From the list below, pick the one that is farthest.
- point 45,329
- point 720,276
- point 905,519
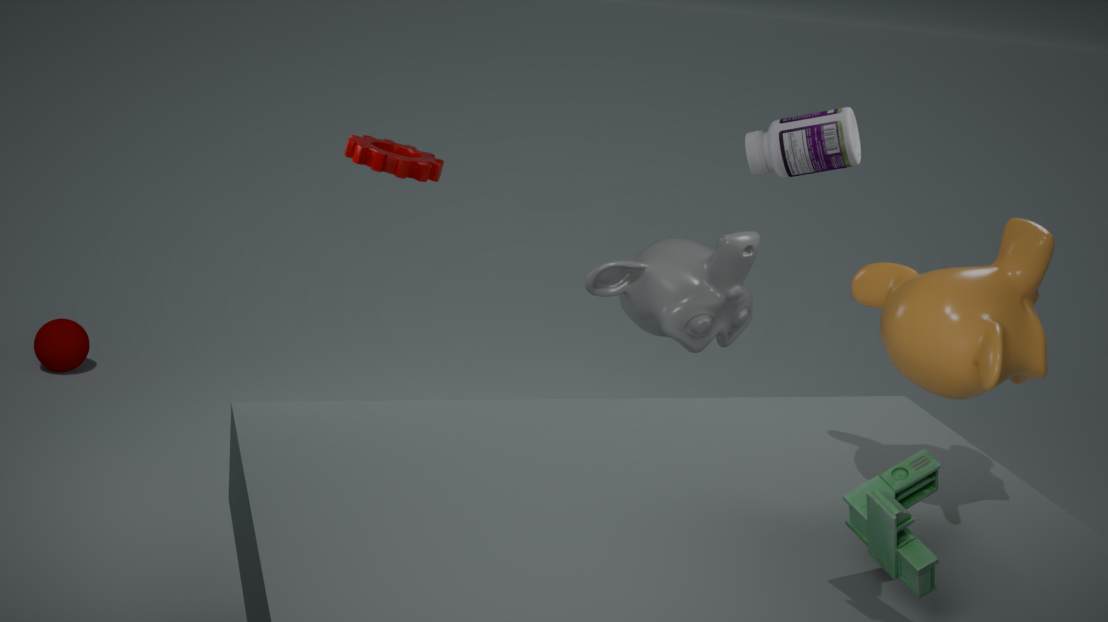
point 45,329
